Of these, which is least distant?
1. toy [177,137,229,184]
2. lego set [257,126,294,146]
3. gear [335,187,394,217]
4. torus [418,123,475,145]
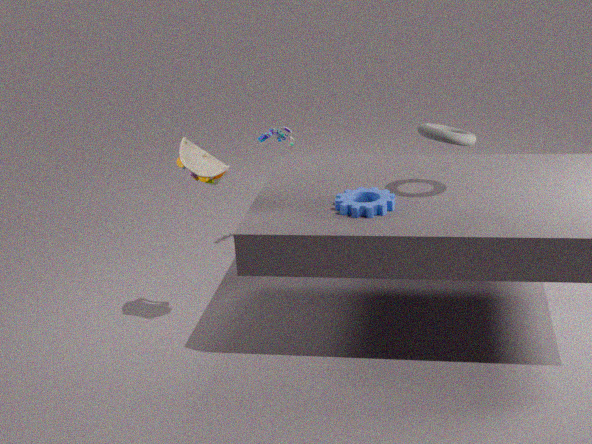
gear [335,187,394,217]
